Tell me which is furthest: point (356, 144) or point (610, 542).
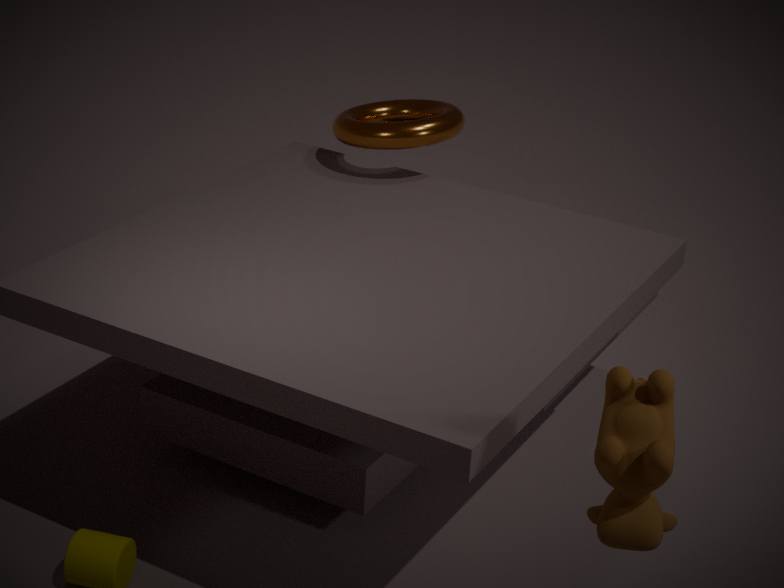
point (356, 144)
